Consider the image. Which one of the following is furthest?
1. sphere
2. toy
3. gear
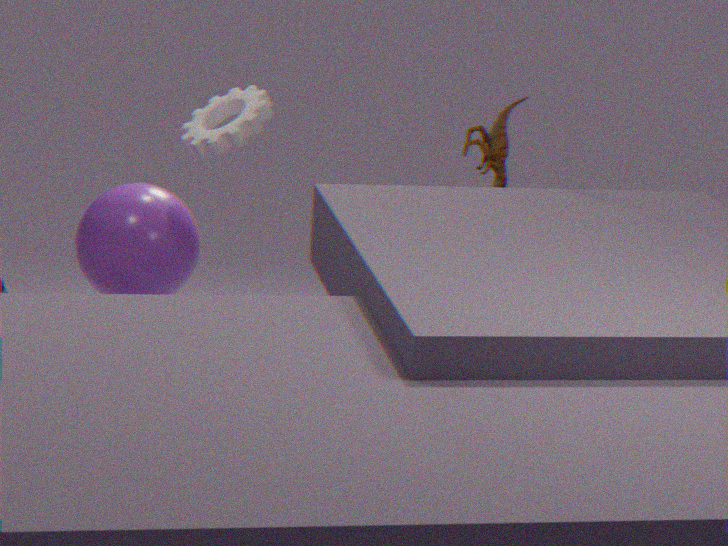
sphere
